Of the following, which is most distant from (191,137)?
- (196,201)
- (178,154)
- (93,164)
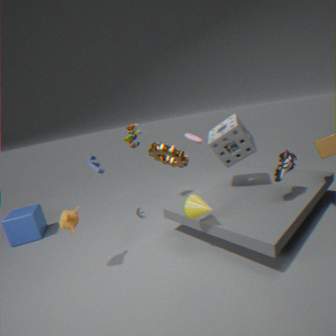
(196,201)
